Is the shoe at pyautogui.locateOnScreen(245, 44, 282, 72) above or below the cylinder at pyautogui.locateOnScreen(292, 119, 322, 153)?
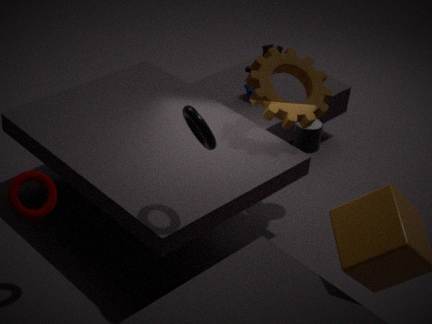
above
